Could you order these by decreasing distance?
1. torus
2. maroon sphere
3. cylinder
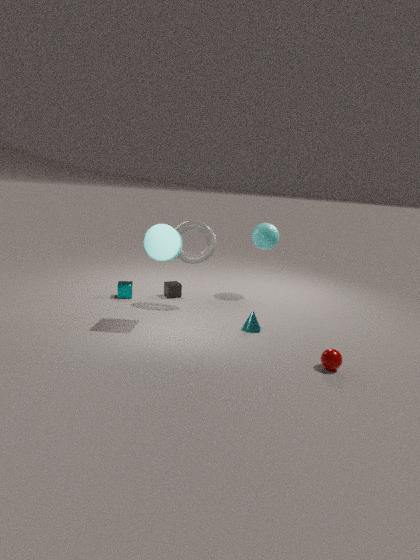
1. torus
2. cylinder
3. maroon sphere
